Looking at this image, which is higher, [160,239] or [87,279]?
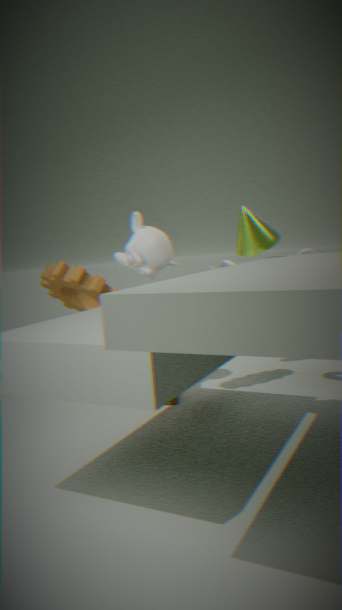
[160,239]
